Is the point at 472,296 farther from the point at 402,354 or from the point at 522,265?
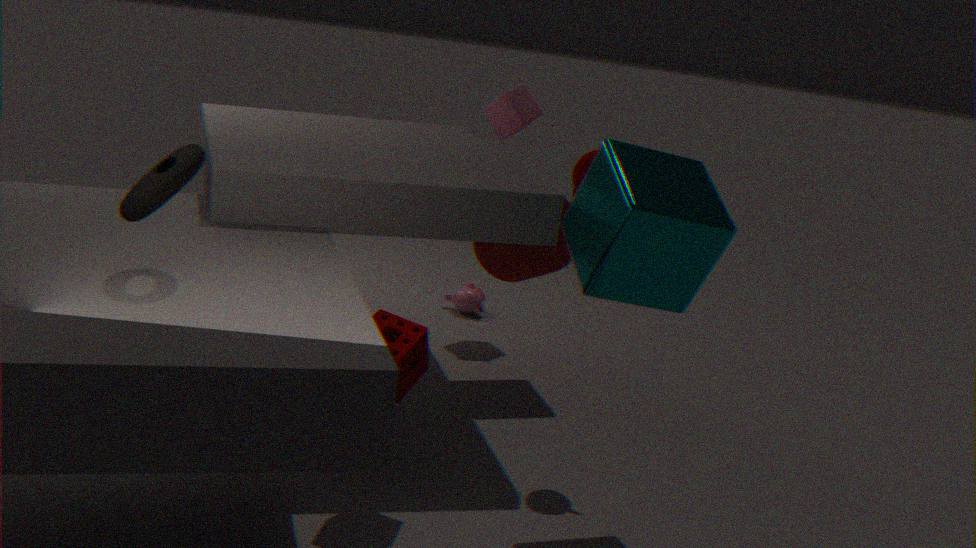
the point at 402,354
